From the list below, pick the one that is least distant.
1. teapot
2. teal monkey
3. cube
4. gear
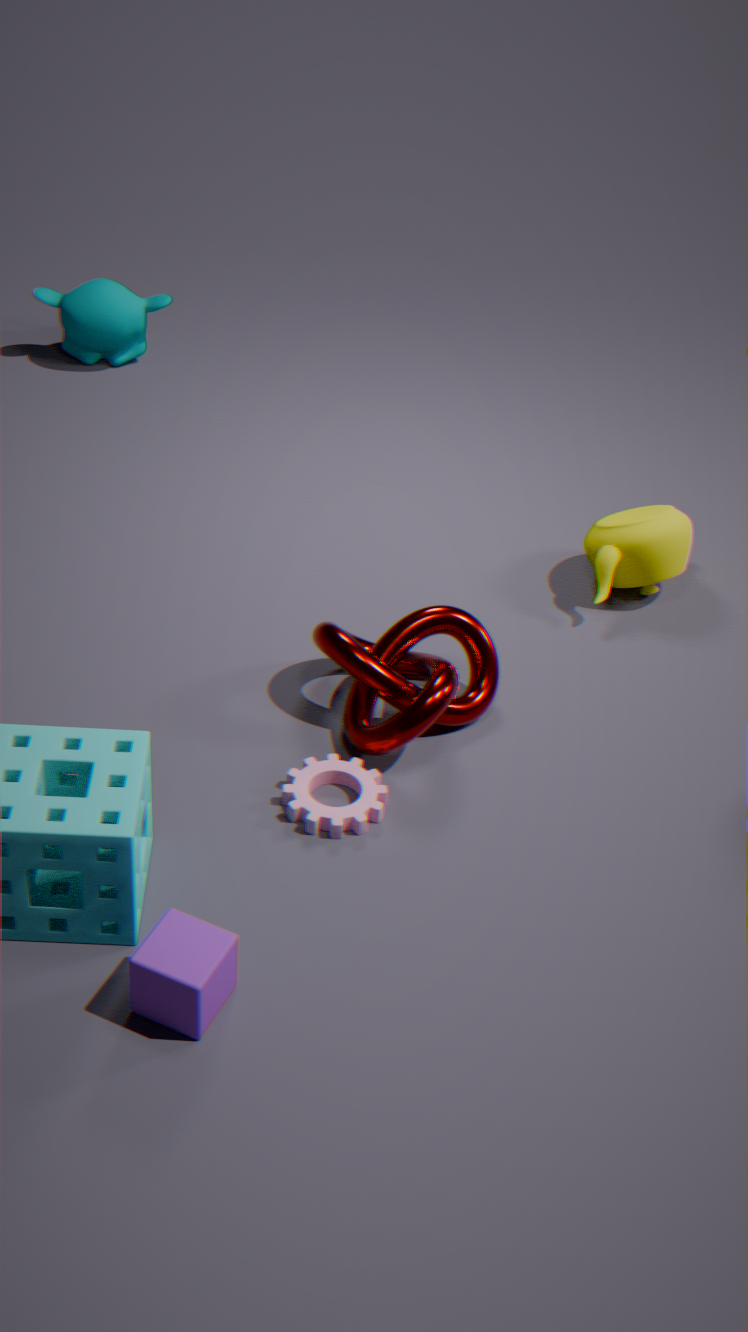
cube
